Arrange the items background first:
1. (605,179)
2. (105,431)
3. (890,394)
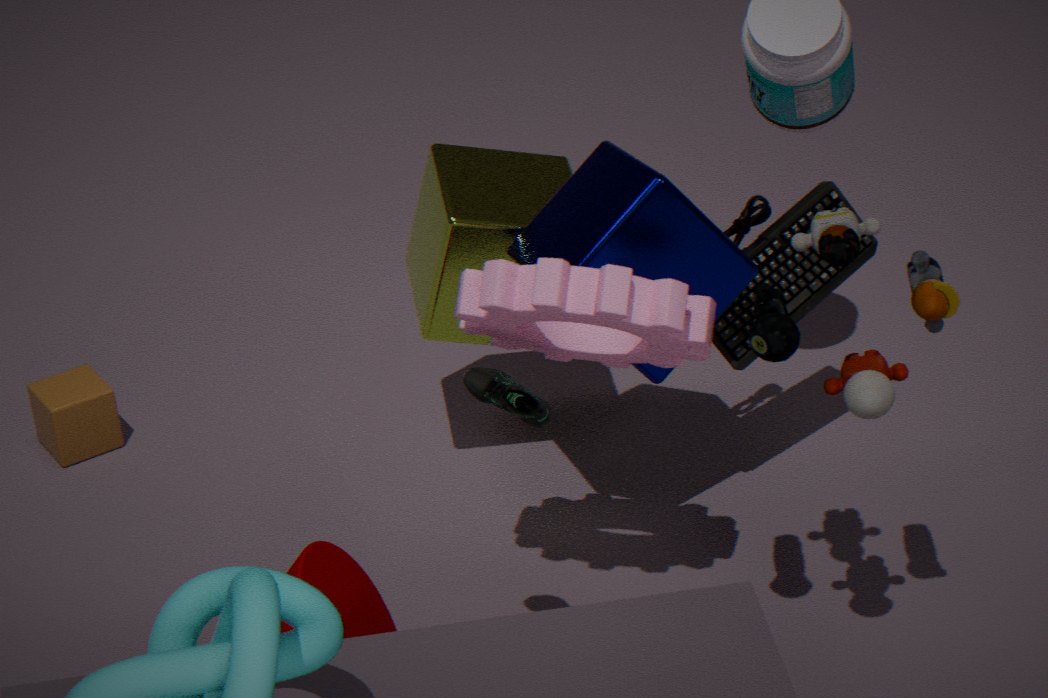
(105,431)
(605,179)
(890,394)
